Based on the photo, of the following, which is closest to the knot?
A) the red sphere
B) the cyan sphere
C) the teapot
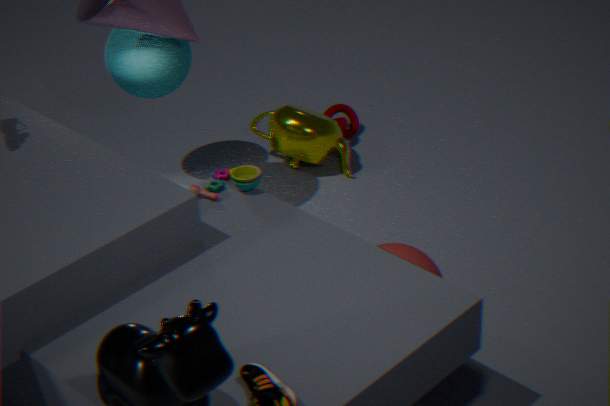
the teapot
